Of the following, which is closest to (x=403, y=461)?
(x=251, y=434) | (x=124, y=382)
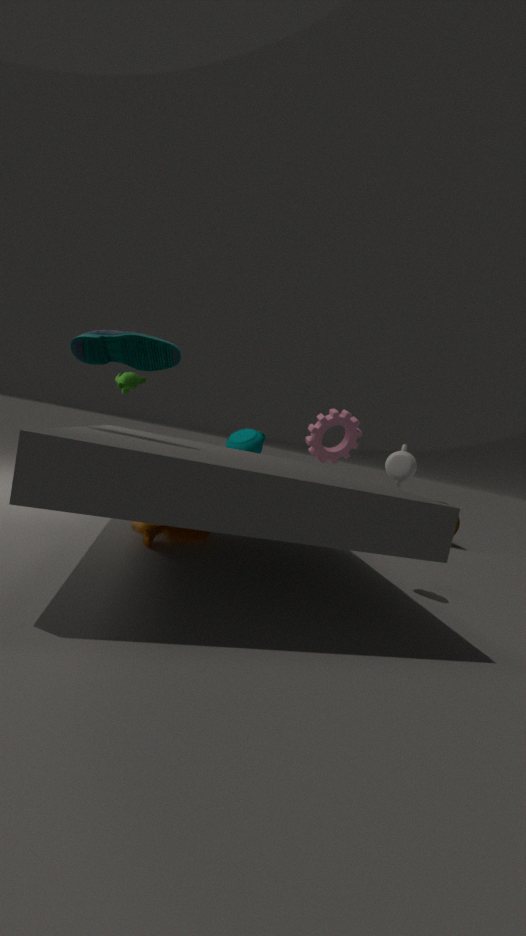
(x=251, y=434)
